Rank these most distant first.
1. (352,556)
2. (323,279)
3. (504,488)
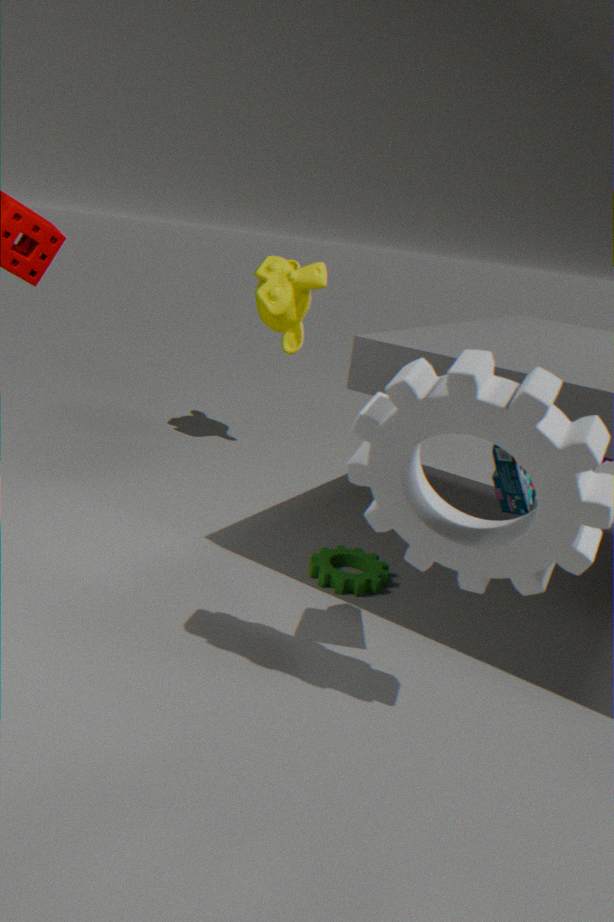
1. (323,279)
2. (352,556)
3. (504,488)
